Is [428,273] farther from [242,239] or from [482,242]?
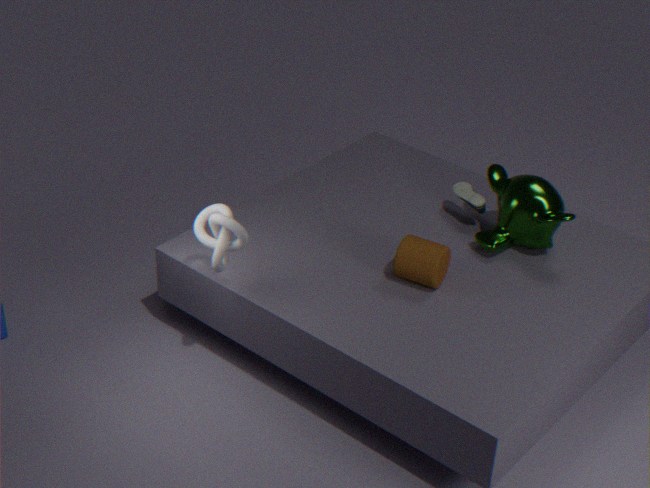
[242,239]
